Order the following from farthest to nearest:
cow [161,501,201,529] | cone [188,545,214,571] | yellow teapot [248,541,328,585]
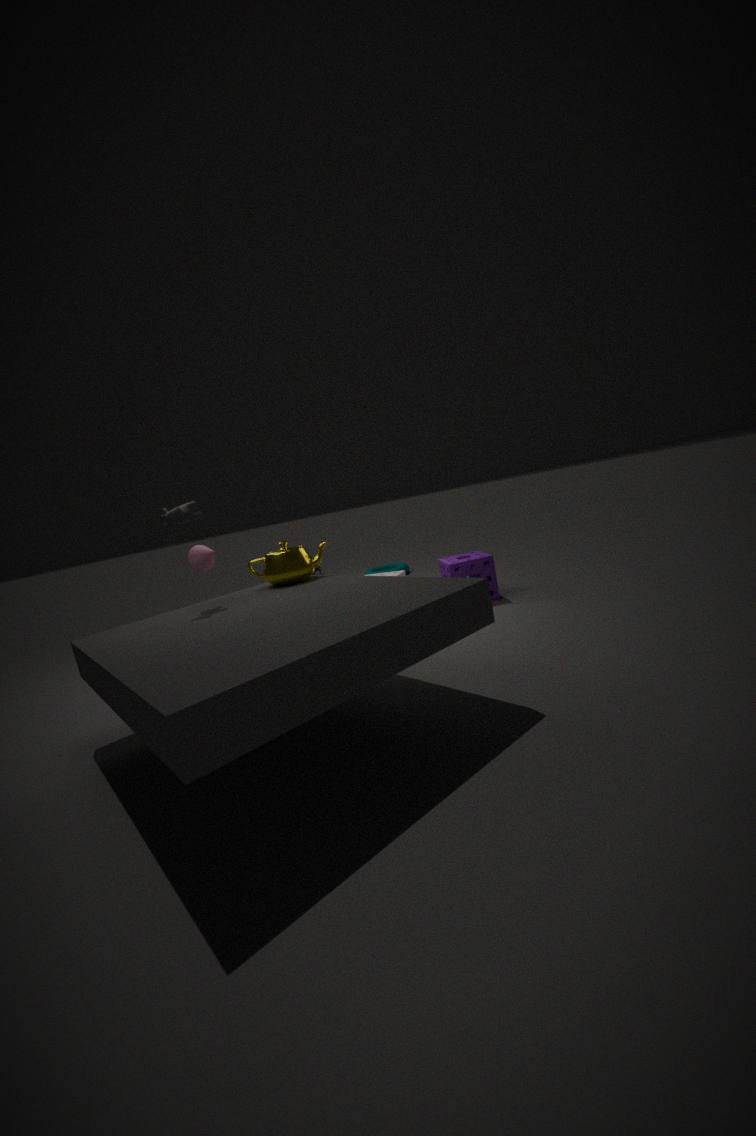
cone [188,545,214,571]
yellow teapot [248,541,328,585]
cow [161,501,201,529]
